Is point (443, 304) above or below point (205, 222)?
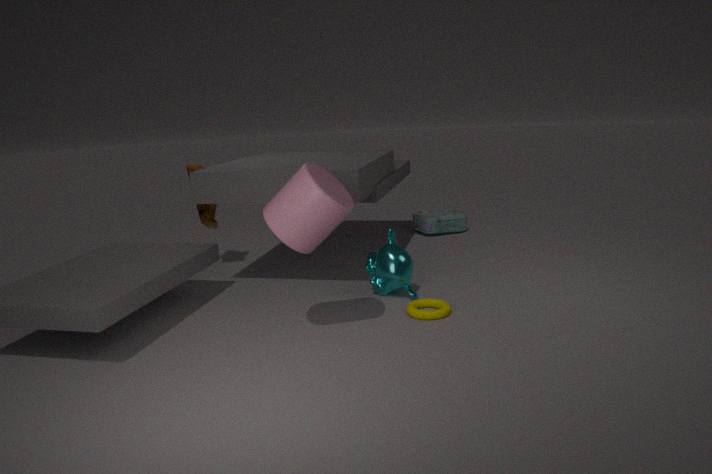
below
